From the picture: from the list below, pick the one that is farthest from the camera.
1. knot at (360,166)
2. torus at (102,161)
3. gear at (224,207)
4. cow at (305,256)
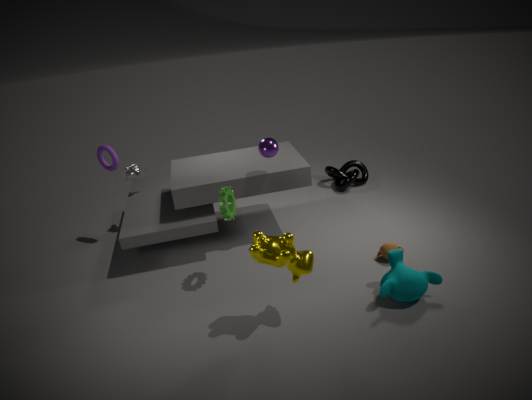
knot at (360,166)
